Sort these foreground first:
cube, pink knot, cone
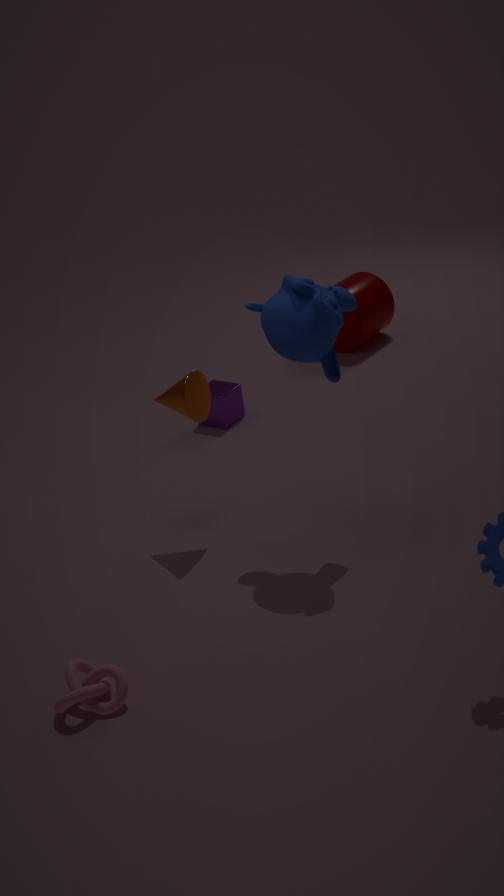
pink knot, cone, cube
